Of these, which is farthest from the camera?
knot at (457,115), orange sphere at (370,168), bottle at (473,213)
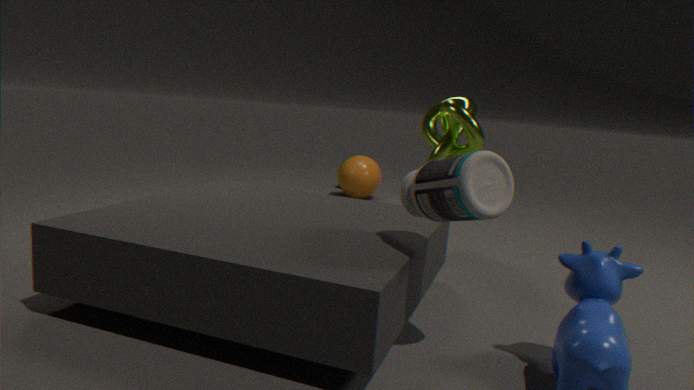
orange sphere at (370,168)
